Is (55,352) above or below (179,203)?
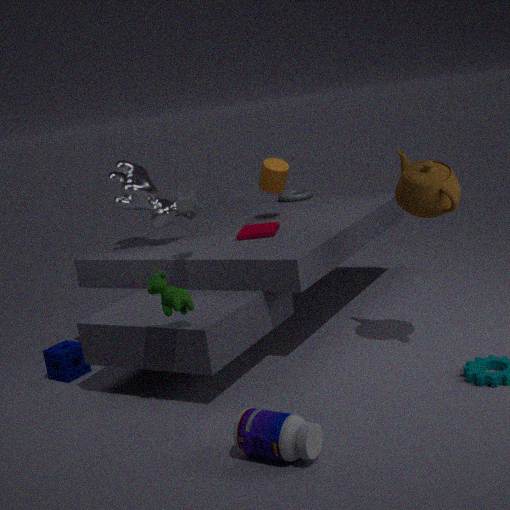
below
